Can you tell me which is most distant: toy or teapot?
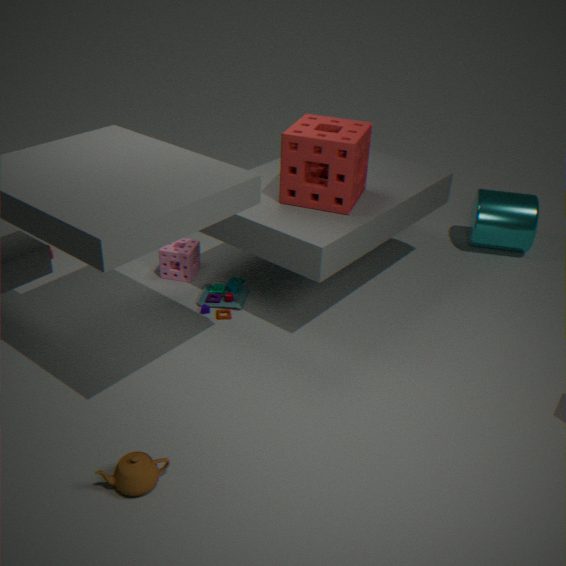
toy
